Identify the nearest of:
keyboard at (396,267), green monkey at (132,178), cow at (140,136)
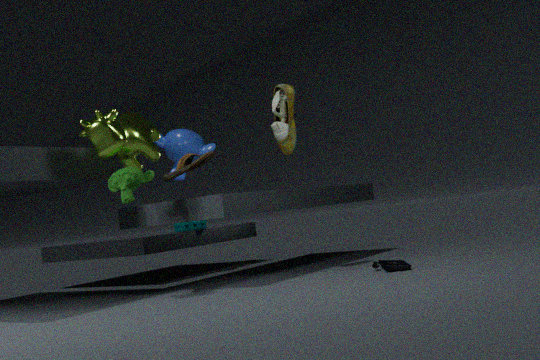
cow at (140,136)
